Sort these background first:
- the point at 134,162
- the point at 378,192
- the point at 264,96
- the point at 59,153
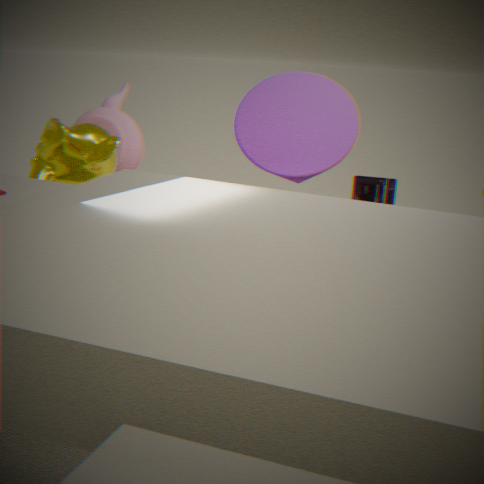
the point at 134,162 < the point at 59,153 < the point at 264,96 < the point at 378,192
